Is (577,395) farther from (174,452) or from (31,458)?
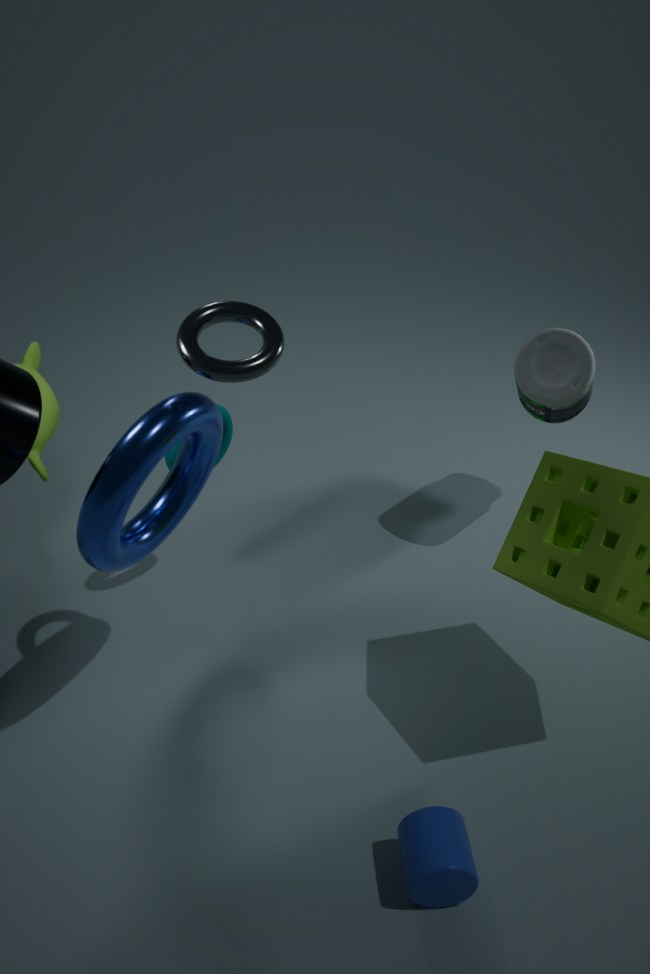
(31,458)
